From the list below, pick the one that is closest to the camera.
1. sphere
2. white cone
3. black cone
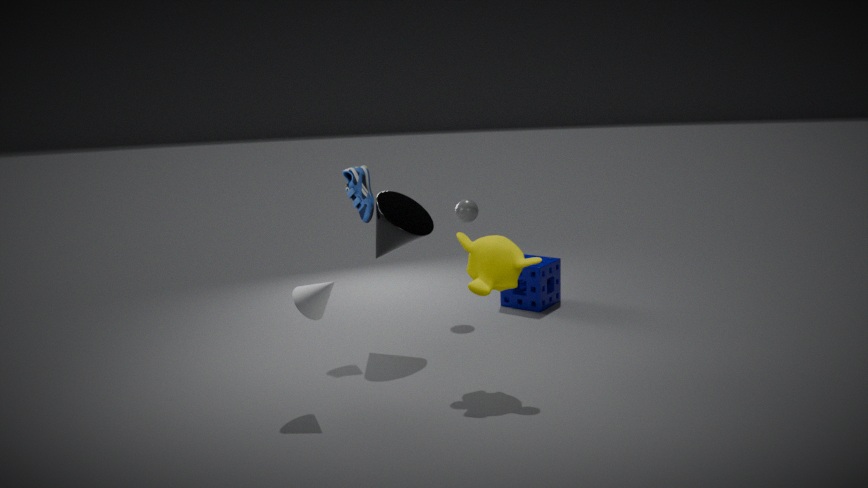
white cone
